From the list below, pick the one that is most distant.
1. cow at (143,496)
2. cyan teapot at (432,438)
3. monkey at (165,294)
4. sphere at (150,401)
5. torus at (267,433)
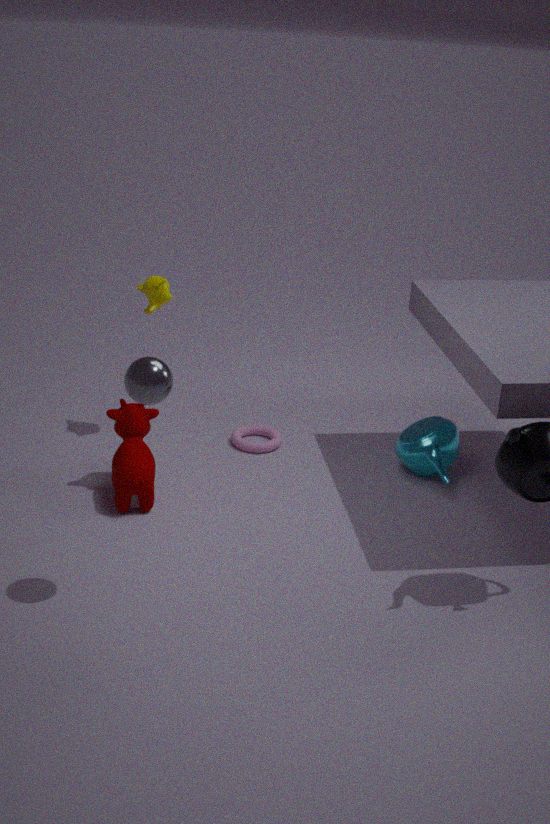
torus at (267,433)
